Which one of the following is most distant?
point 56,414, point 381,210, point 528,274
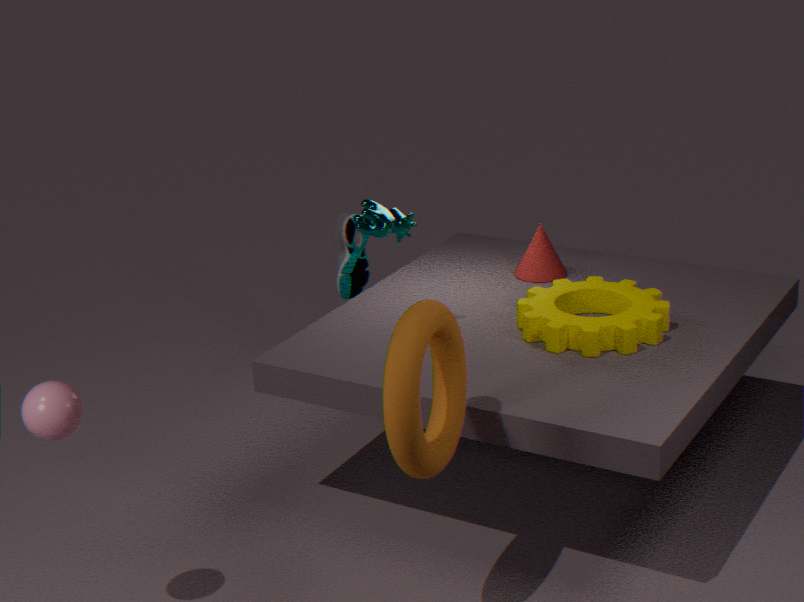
point 528,274
